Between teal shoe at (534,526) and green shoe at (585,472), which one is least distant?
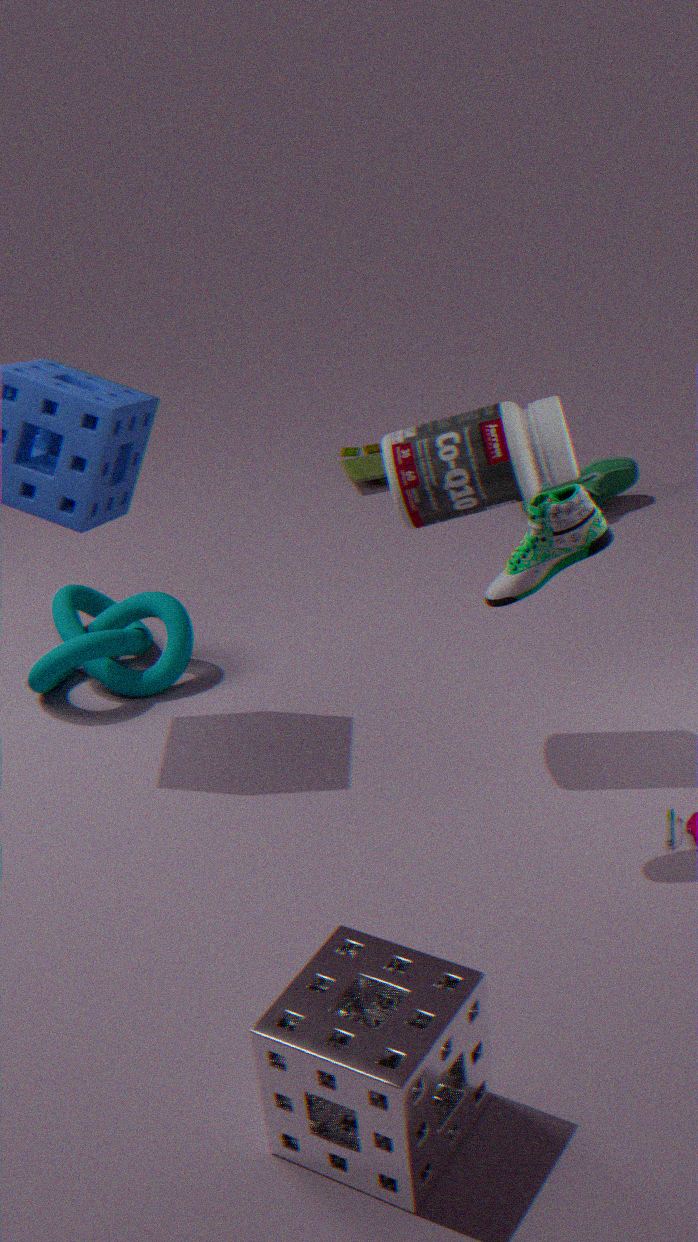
teal shoe at (534,526)
